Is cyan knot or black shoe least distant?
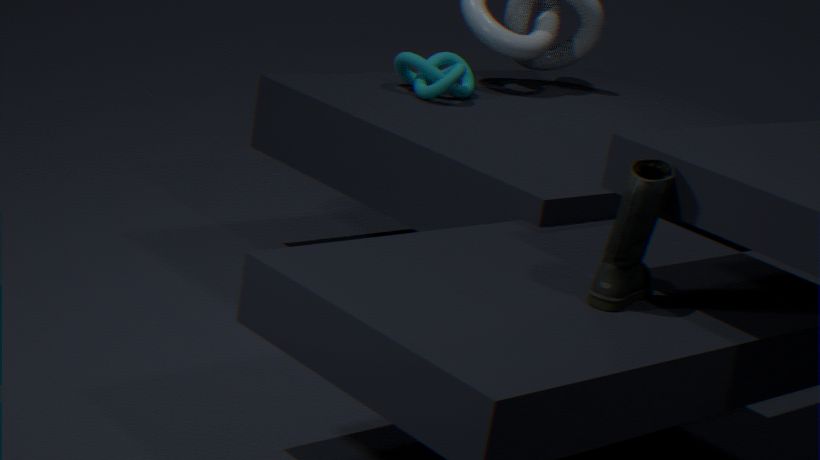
black shoe
